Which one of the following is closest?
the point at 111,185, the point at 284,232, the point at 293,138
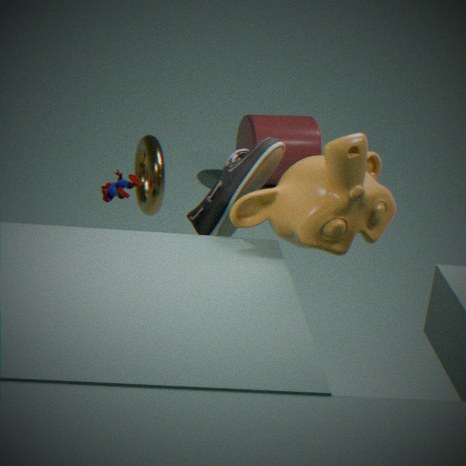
the point at 284,232
